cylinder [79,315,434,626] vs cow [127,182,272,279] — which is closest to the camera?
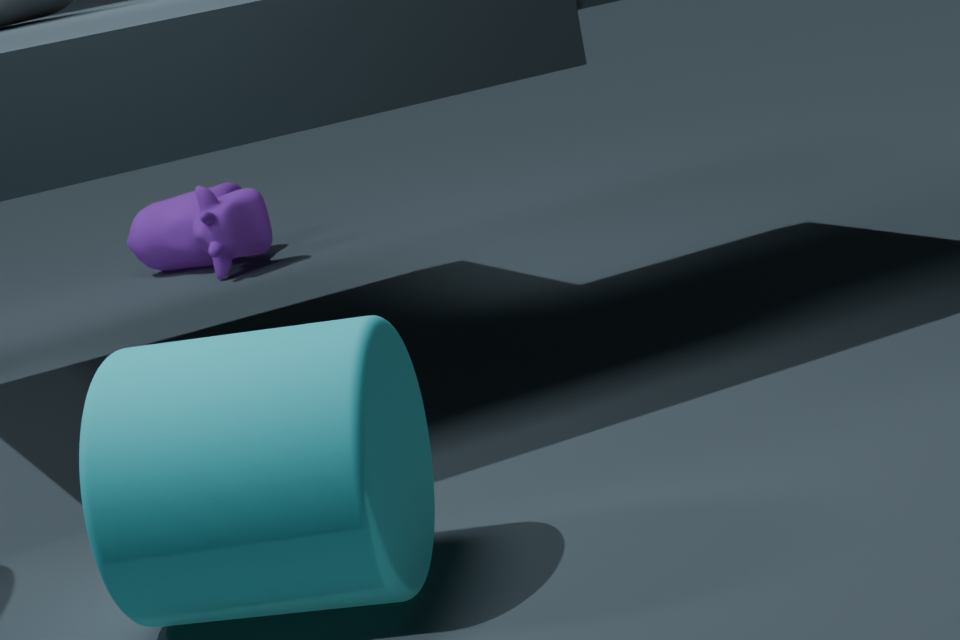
cylinder [79,315,434,626]
